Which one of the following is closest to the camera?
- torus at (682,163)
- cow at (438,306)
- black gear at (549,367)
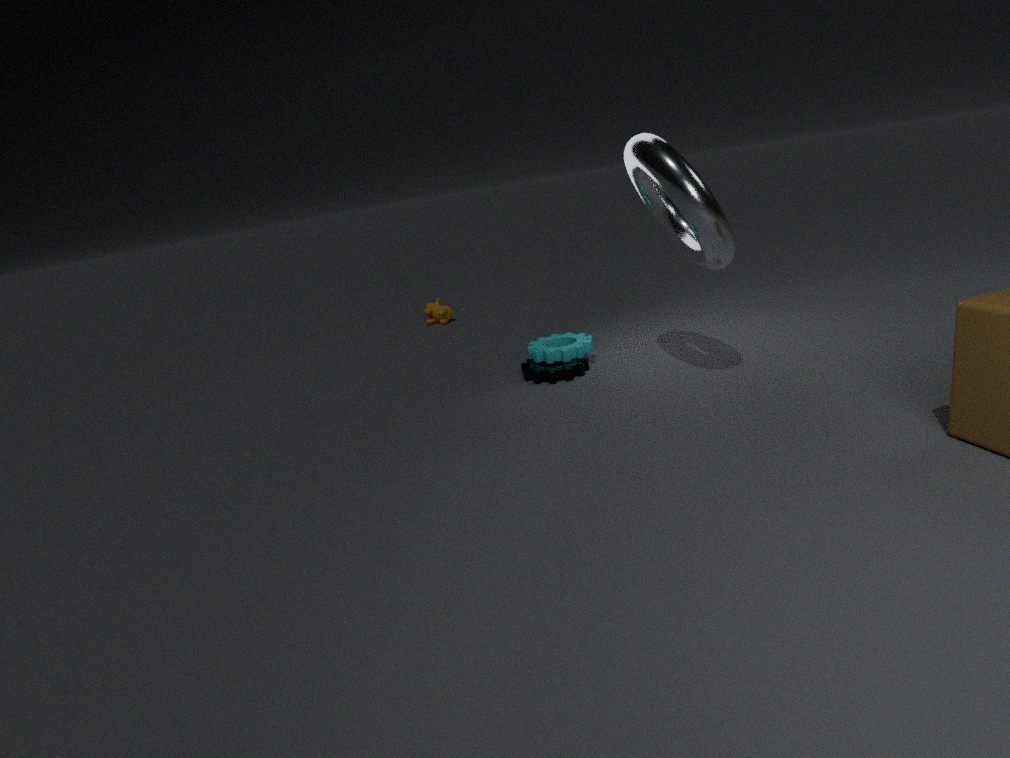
torus at (682,163)
